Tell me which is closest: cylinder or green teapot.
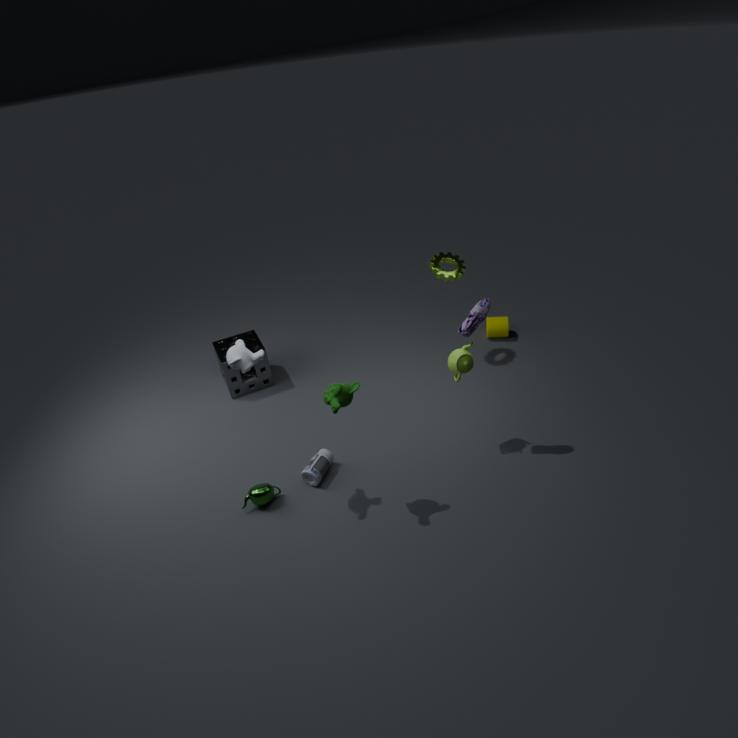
green teapot
